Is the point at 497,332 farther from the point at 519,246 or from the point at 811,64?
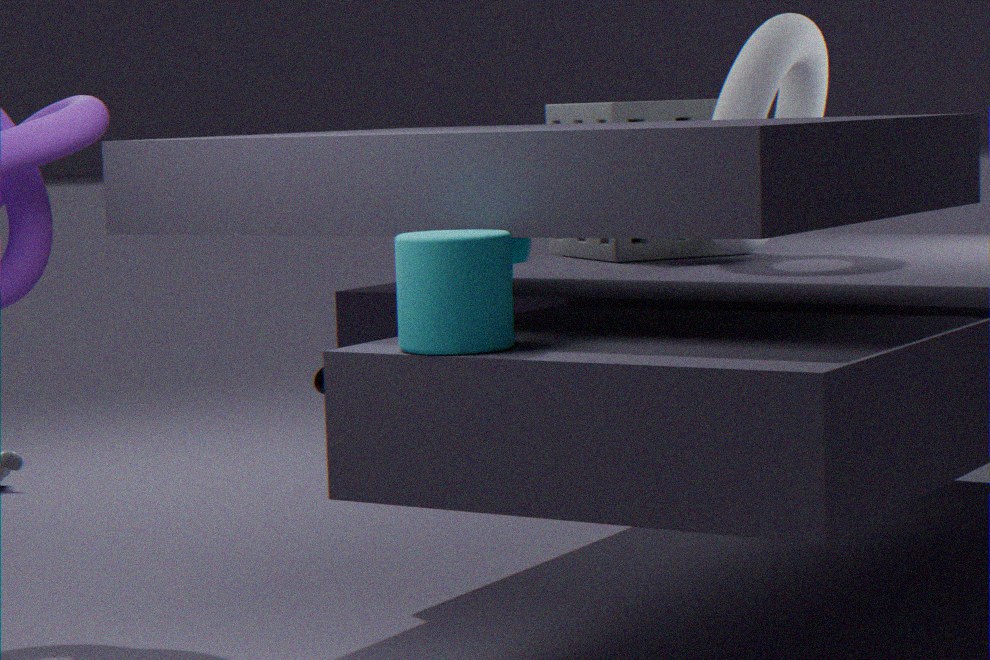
the point at 519,246
